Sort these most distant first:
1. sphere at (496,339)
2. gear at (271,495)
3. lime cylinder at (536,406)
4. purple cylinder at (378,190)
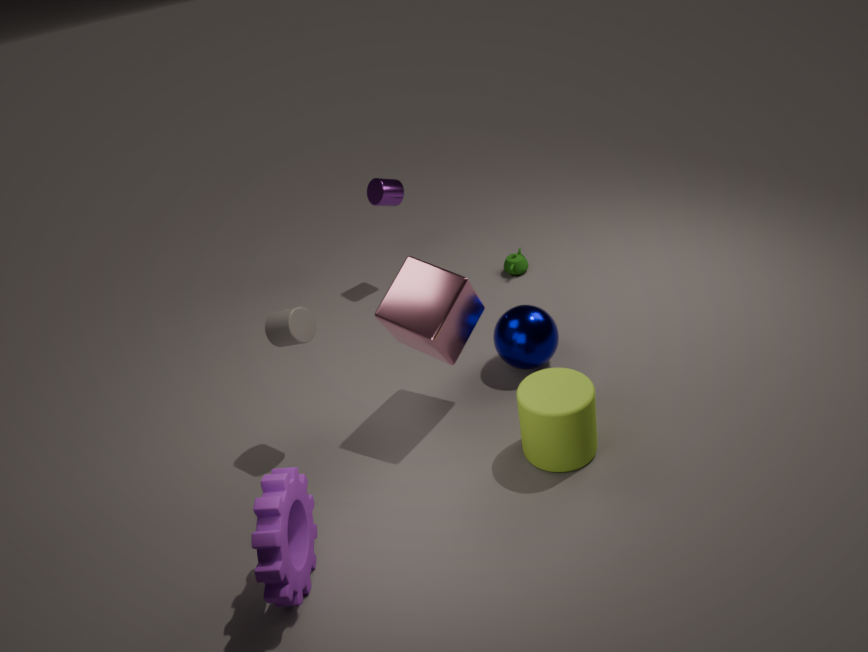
purple cylinder at (378,190)
sphere at (496,339)
lime cylinder at (536,406)
gear at (271,495)
